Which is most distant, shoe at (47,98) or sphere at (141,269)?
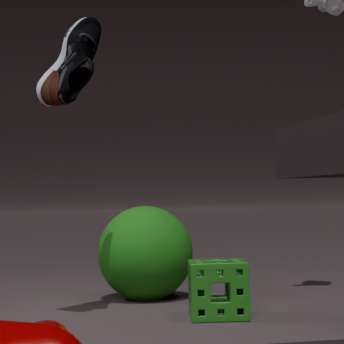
sphere at (141,269)
